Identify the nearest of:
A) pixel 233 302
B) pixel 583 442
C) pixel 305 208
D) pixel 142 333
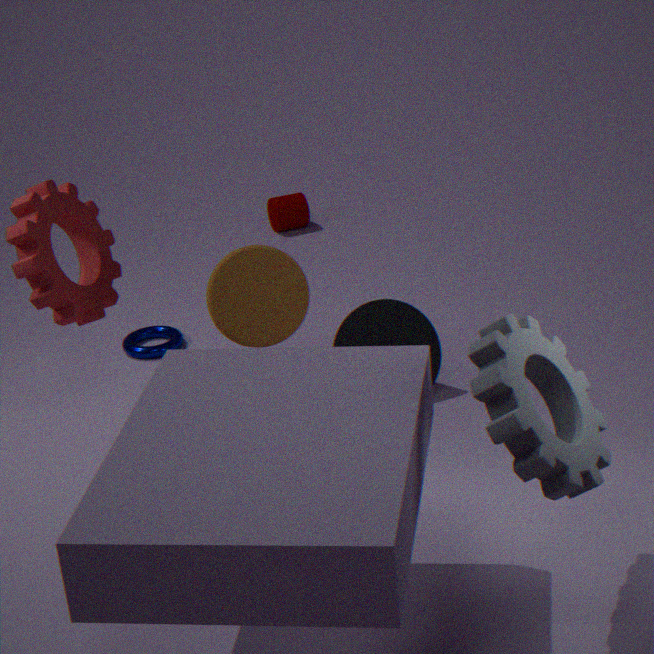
pixel 583 442
